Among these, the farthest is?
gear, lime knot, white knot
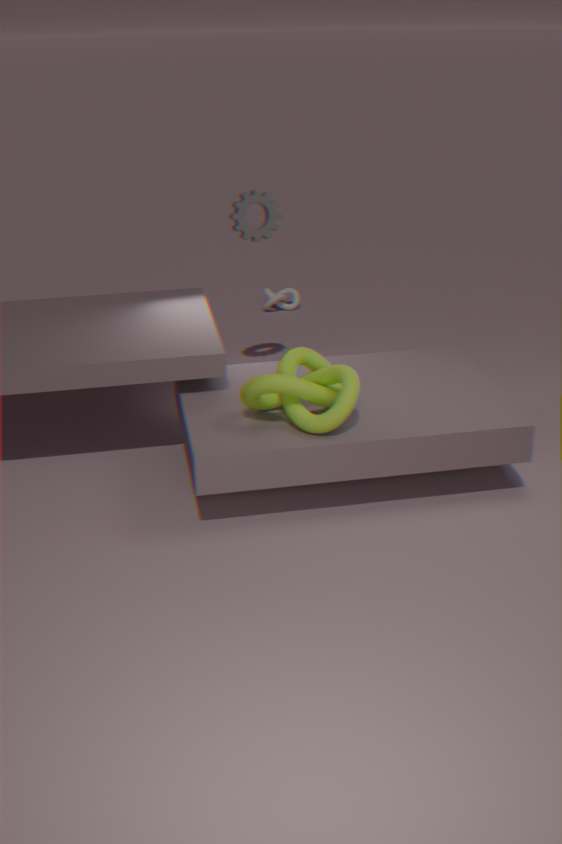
white knot
